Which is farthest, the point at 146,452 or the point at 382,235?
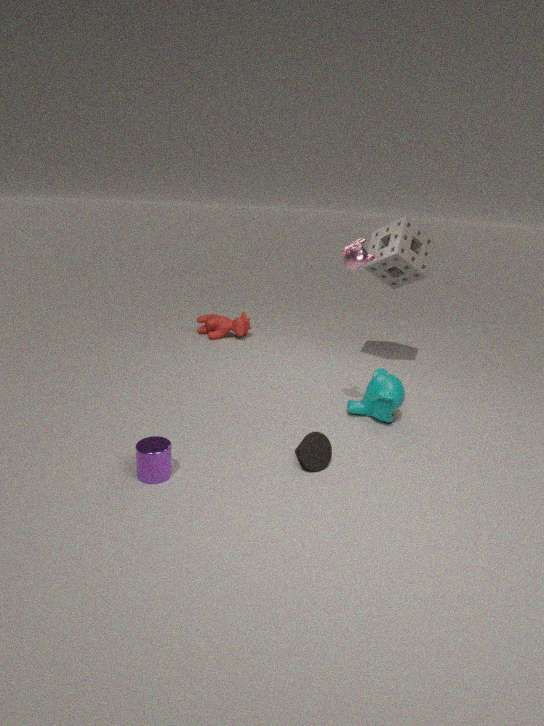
the point at 382,235
